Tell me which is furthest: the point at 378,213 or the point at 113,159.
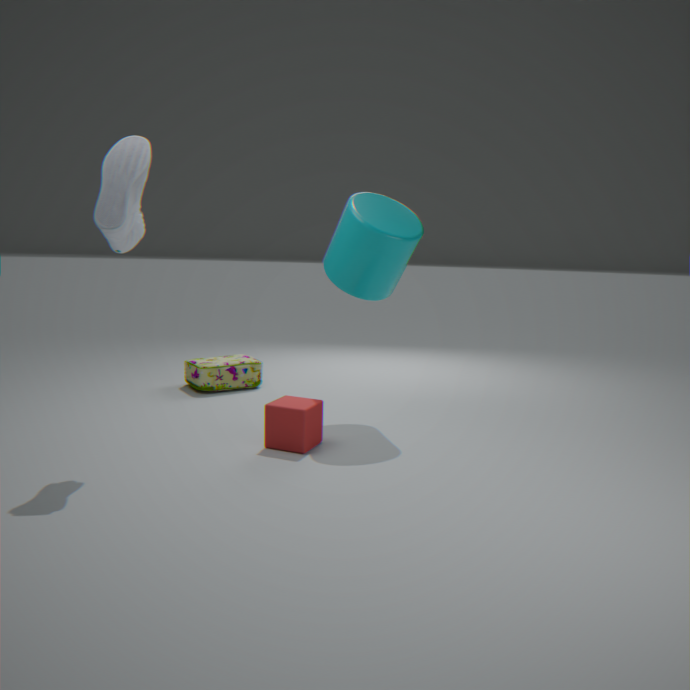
the point at 378,213
